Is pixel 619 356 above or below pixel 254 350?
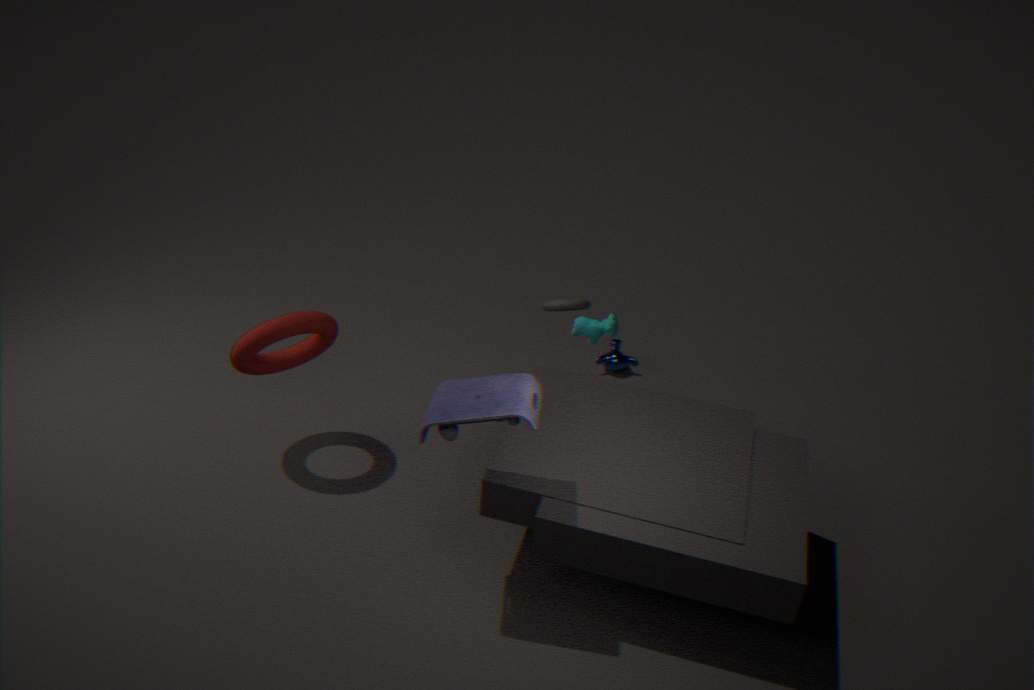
below
